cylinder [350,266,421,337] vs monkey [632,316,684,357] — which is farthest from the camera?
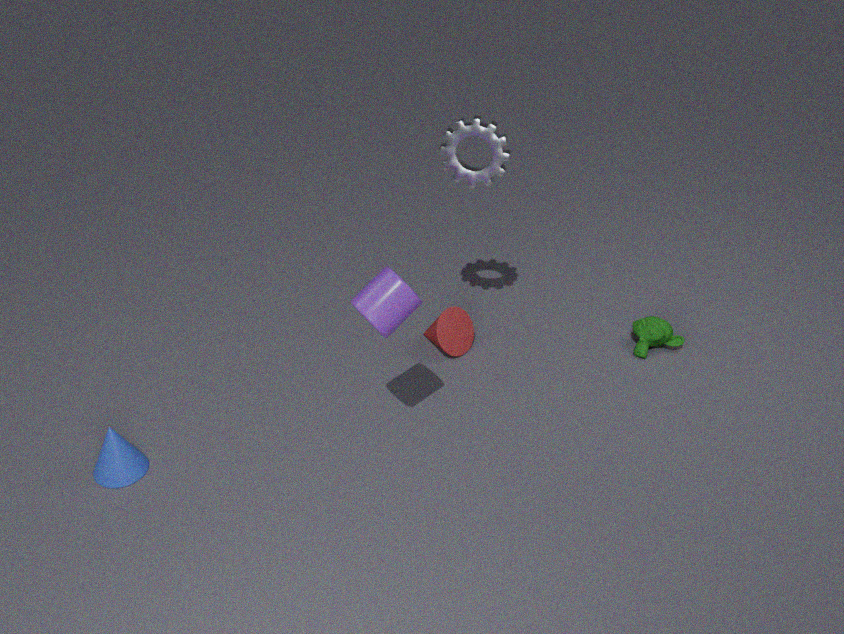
monkey [632,316,684,357]
